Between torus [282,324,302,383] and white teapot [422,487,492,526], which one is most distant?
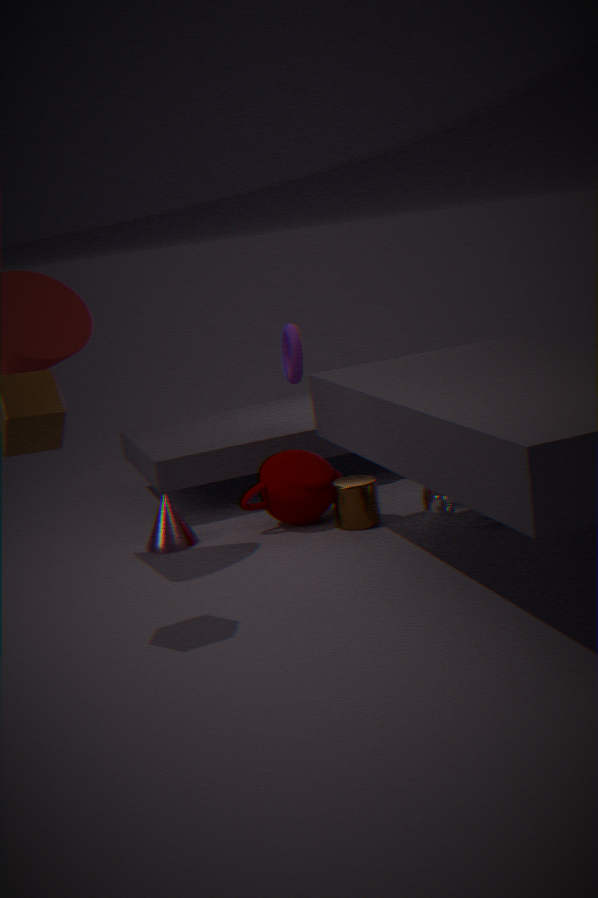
torus [282,324,302,383]
